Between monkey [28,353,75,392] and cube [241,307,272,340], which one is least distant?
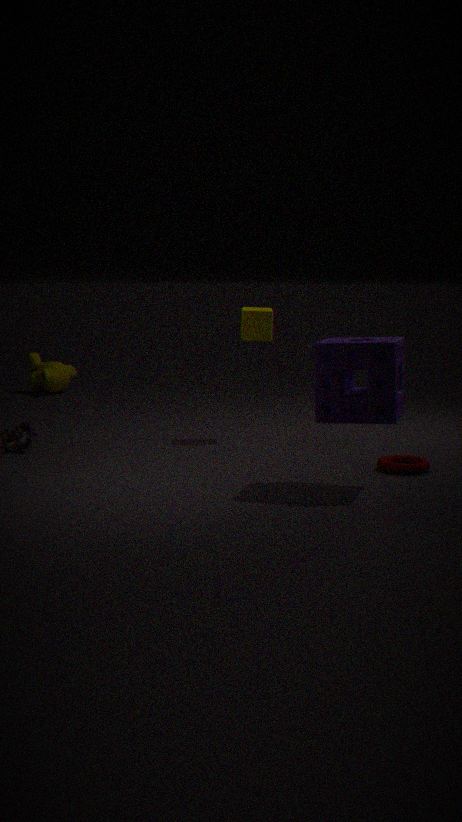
cube [241,307,272,340]
